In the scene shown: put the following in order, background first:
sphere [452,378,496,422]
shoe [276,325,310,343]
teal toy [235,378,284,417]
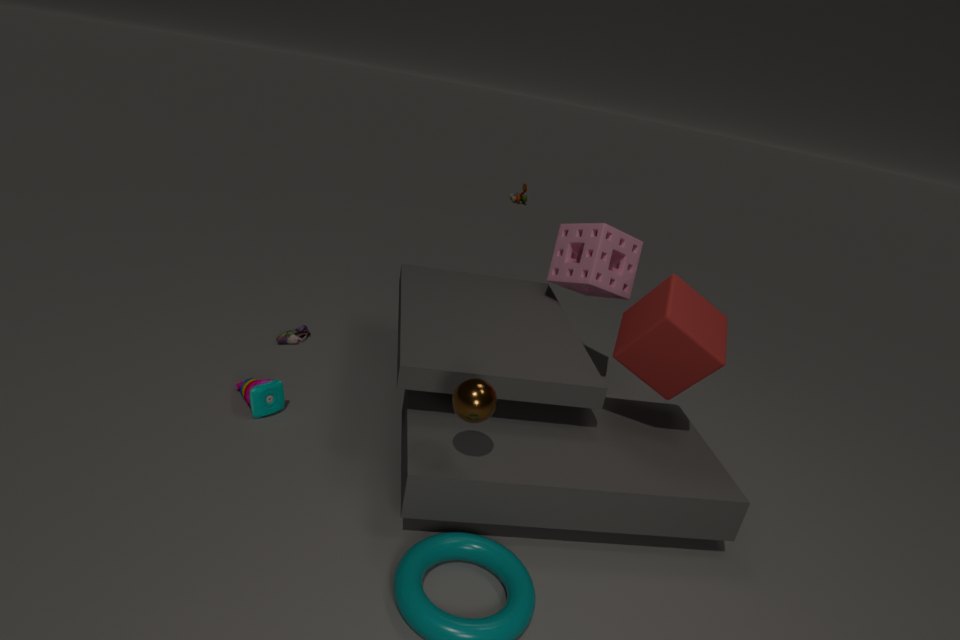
shoe [276,325,310,343] < teal toy [235,378,284,417] < sphere [452,378,496,422]
